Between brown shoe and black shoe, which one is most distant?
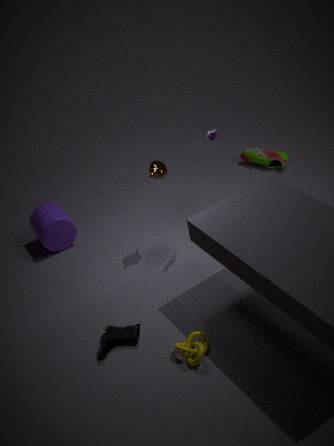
brown shoe
